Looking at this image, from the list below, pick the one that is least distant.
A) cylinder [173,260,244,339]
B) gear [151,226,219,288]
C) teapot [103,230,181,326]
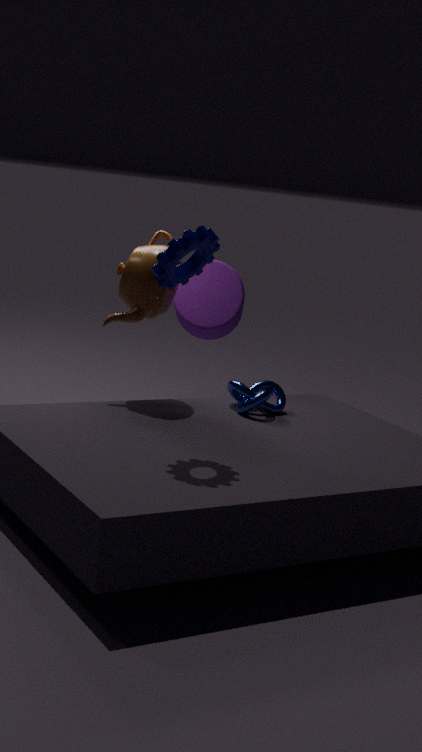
gear [151,226,219,288]
